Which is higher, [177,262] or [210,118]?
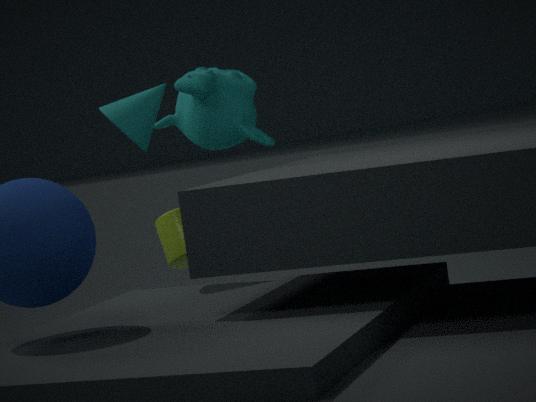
[210,118]
